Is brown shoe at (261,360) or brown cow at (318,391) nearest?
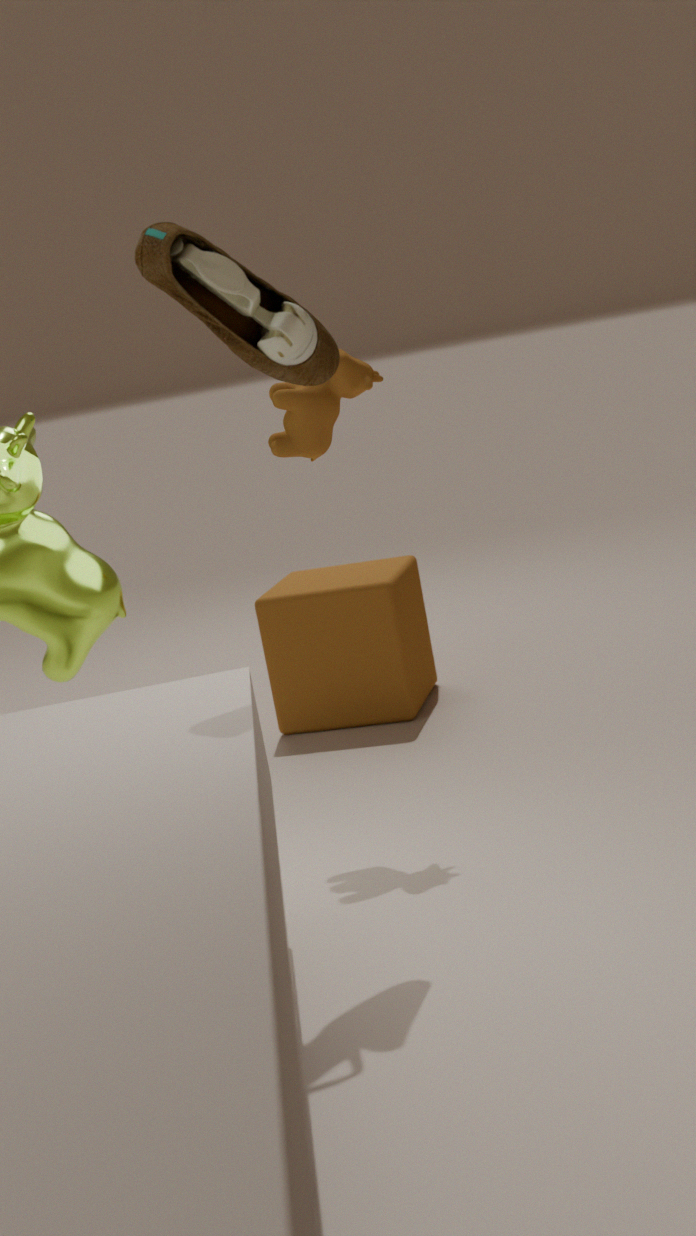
brown shoe at (261,360)
